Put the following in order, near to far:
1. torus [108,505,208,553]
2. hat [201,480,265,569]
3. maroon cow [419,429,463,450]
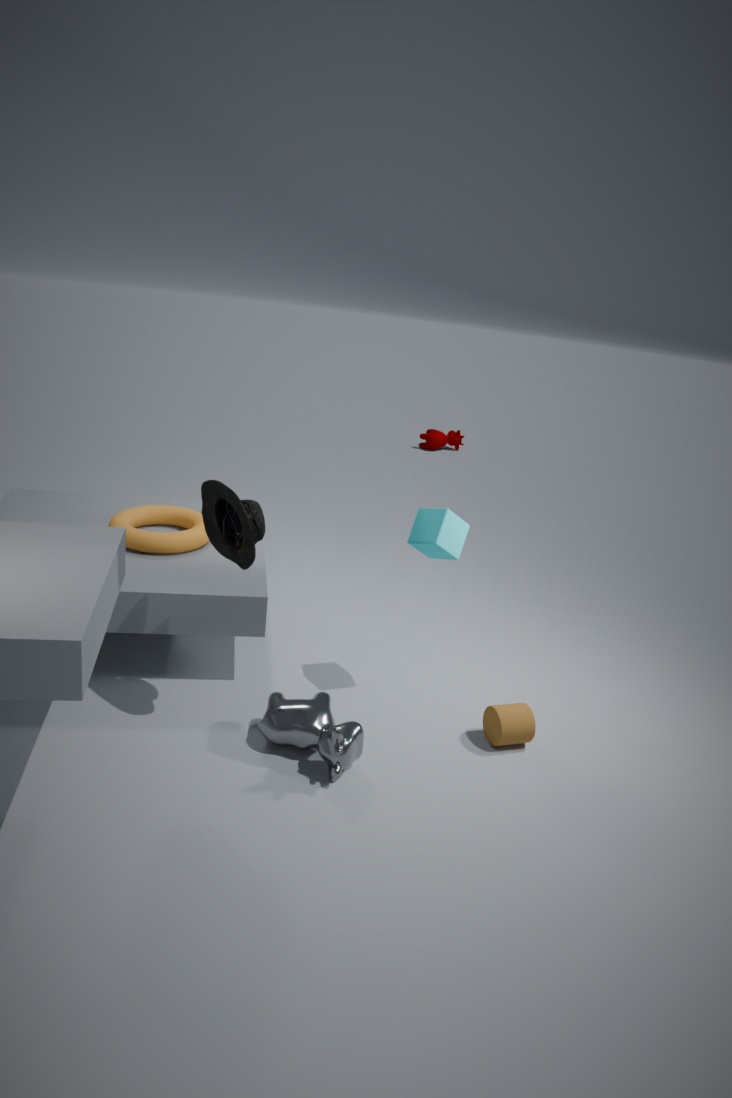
hat [201,480,265,569]
torus [108,505,208,553]
maroon cow [419,429,463,450]
